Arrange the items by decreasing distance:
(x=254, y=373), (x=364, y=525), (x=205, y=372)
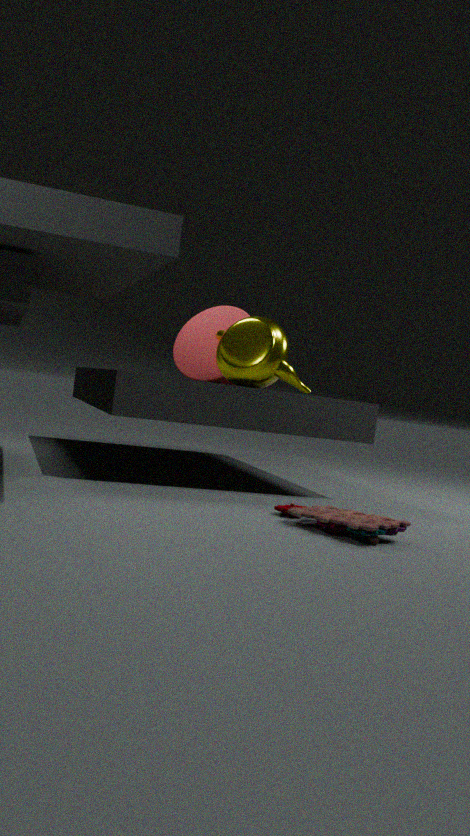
1. (x=205, y=372)
2. (x=254, y=373)
3. (x=364, y=525)
